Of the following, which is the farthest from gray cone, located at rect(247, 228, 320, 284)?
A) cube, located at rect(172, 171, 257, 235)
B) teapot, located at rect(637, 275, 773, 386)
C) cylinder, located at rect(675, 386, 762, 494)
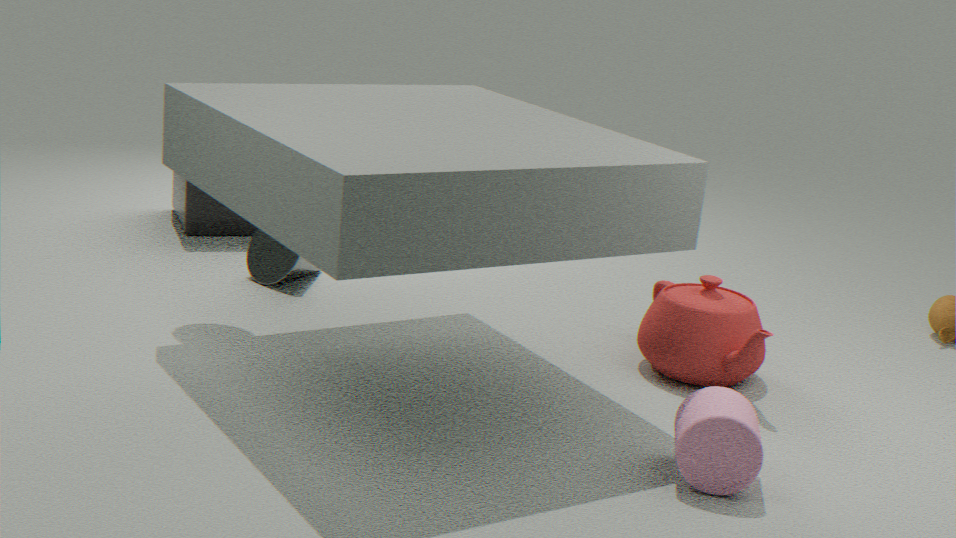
cylinder, located at rect(675, 386, 762, 494)
